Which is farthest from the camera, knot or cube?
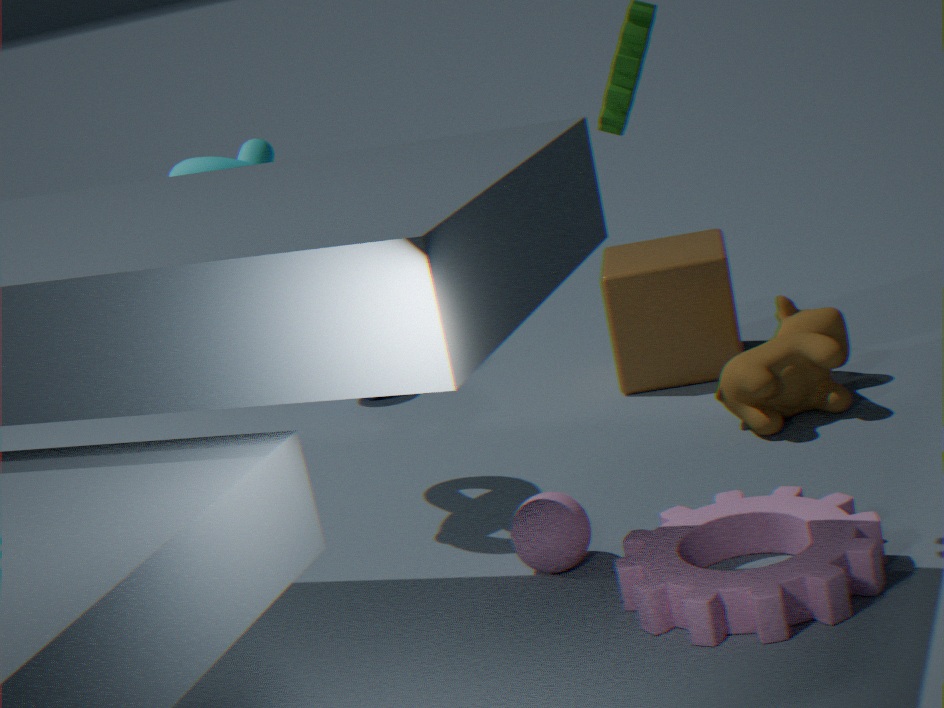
cube
